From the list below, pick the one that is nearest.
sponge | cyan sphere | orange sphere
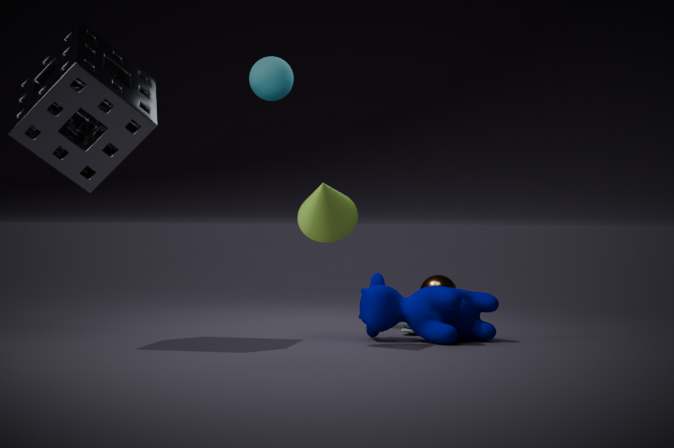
sponge
